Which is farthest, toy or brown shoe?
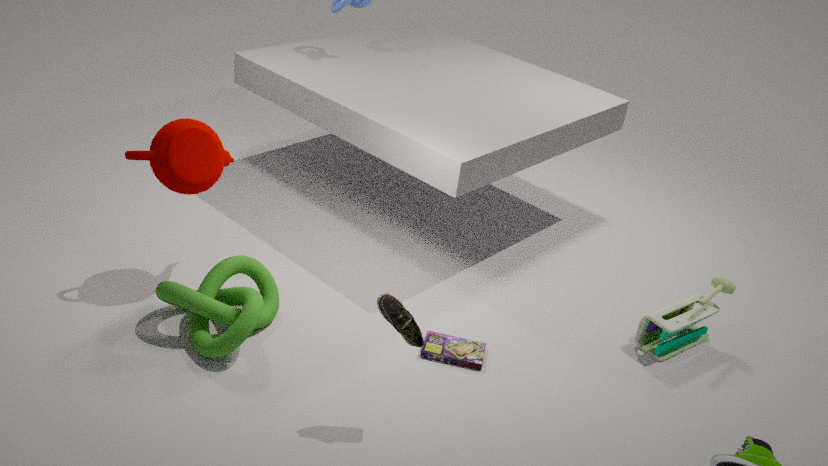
toy
